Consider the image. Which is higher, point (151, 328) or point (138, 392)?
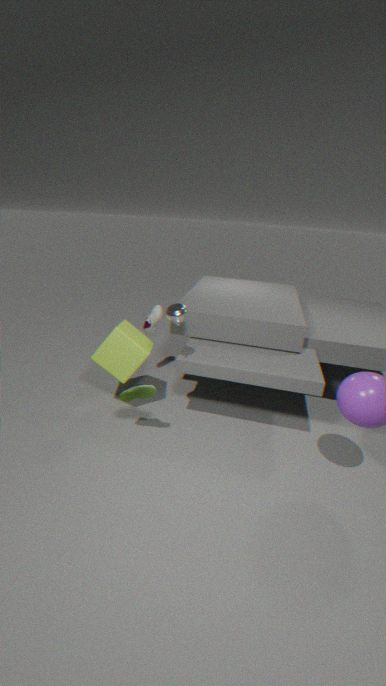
point (151, 328)
